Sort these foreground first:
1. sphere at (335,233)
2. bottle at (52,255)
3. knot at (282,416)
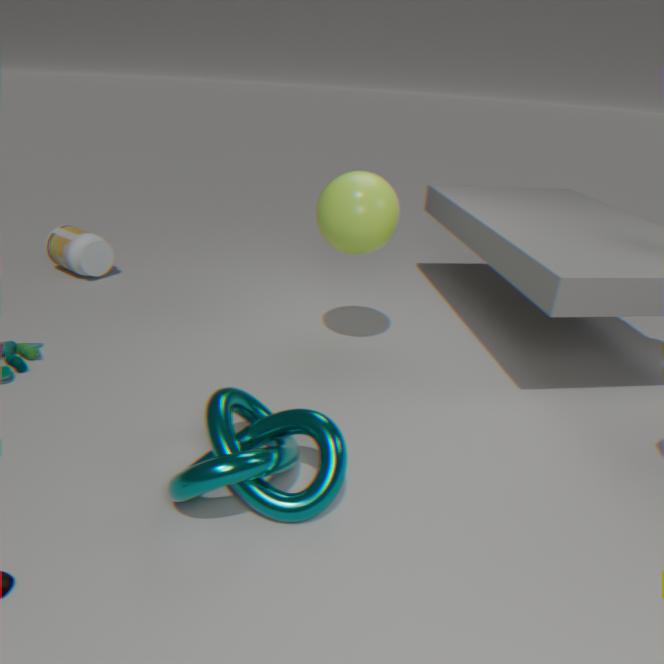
knot at (282,416) → sphere at (335,233) → bottle at (52,255)
